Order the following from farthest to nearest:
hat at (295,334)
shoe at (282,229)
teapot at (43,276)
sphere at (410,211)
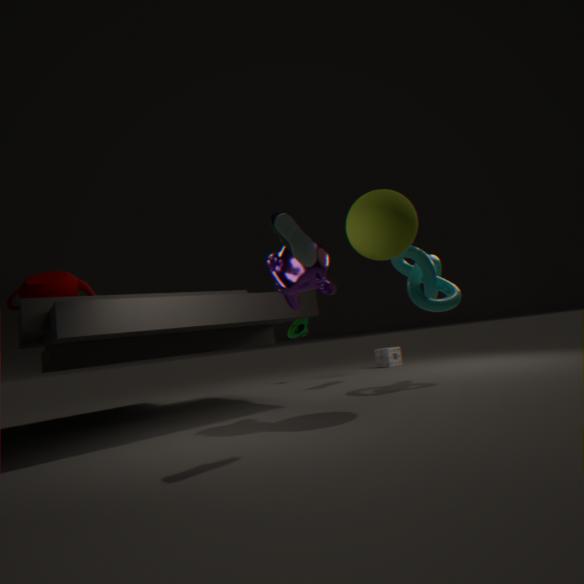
hat at (295,334) → teapot at (43,276) → sphere at (410,211) → shoe at (282,229)
